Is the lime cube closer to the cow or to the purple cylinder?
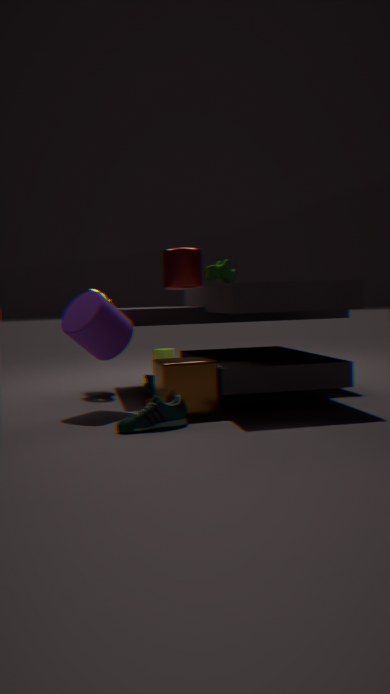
the purple cylinder
